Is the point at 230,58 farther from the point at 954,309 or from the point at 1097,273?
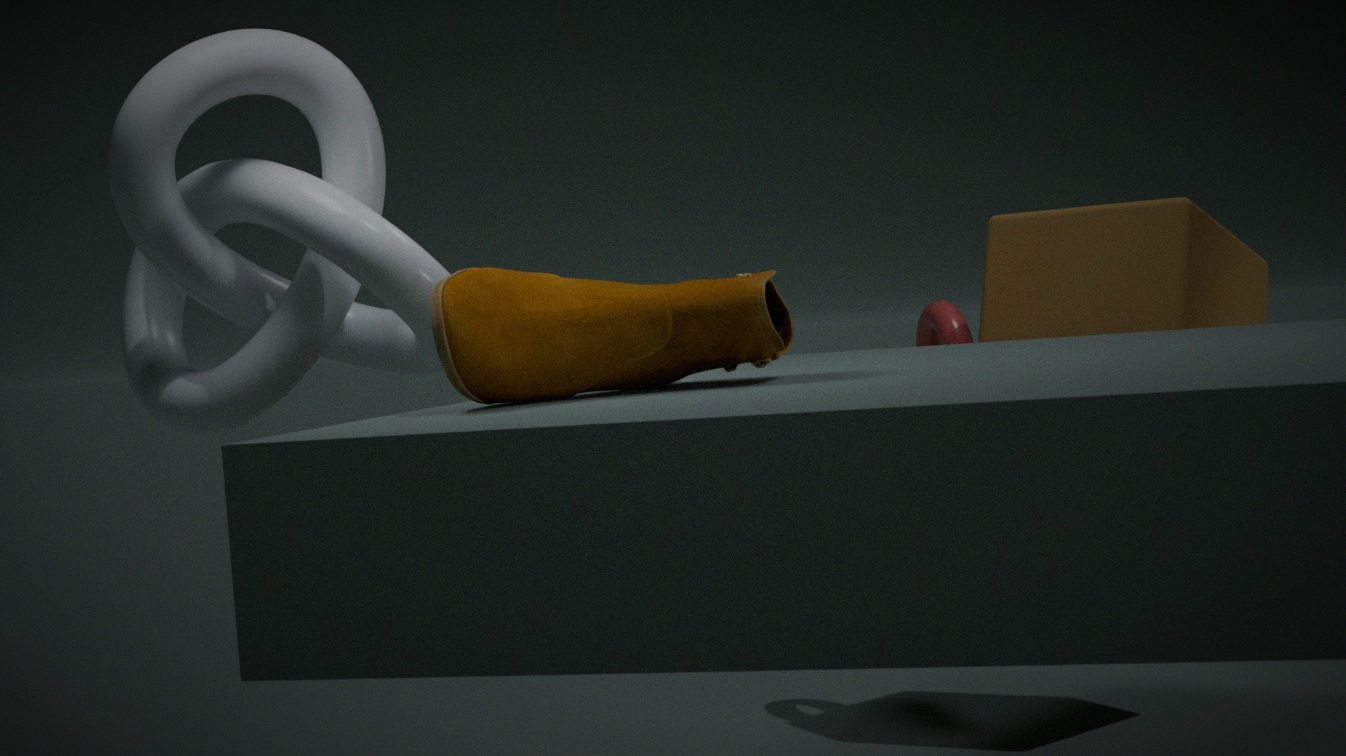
the point at 1097,273
